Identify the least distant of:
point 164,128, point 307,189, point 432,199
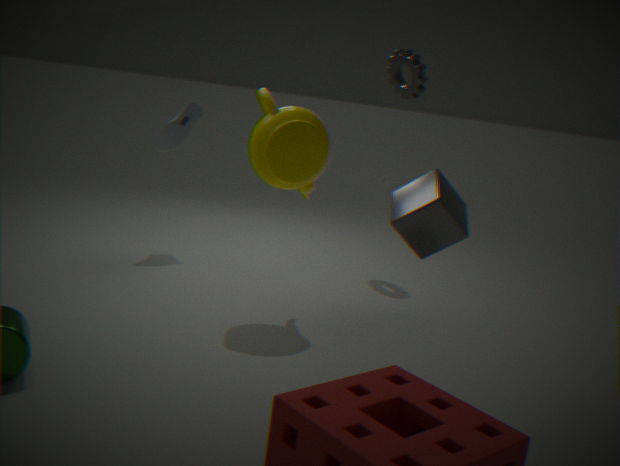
point 432,199
